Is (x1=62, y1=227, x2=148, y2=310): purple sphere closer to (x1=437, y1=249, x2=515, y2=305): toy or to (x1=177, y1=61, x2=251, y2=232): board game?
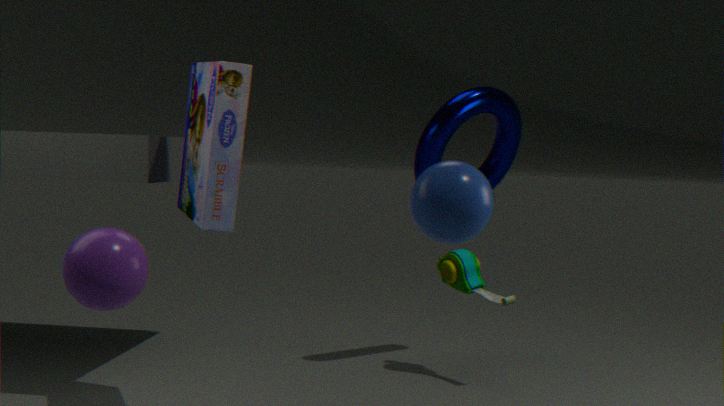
(x1=177, y1=61, x2=251, y2=232): board game
